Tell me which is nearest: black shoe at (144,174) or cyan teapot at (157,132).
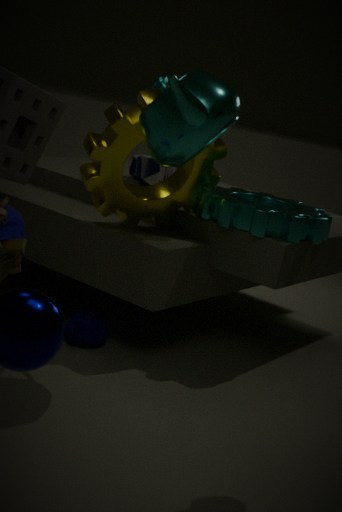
cyan teapot at (157,132)
